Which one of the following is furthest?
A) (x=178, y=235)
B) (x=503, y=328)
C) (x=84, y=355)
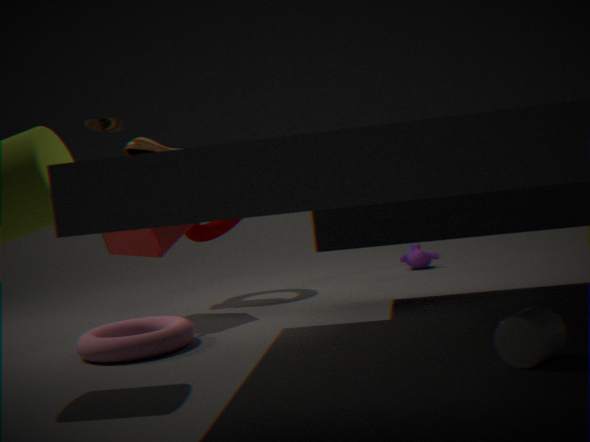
(x=178, y=235)
